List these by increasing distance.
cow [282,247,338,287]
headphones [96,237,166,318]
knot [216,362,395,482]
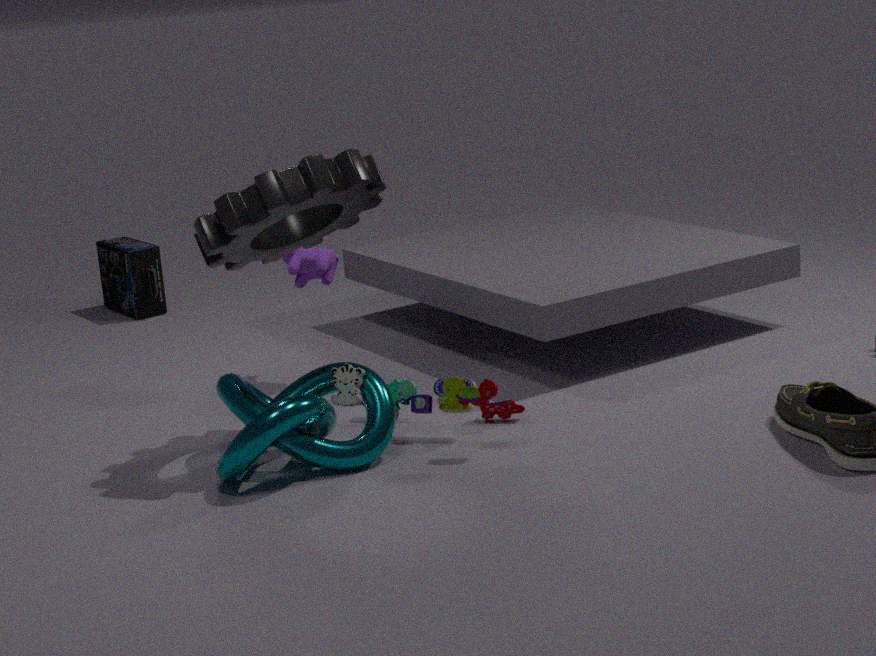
knot [216,362,395,482], cow [282,247,338,287], headphones [96,237,166,318]
